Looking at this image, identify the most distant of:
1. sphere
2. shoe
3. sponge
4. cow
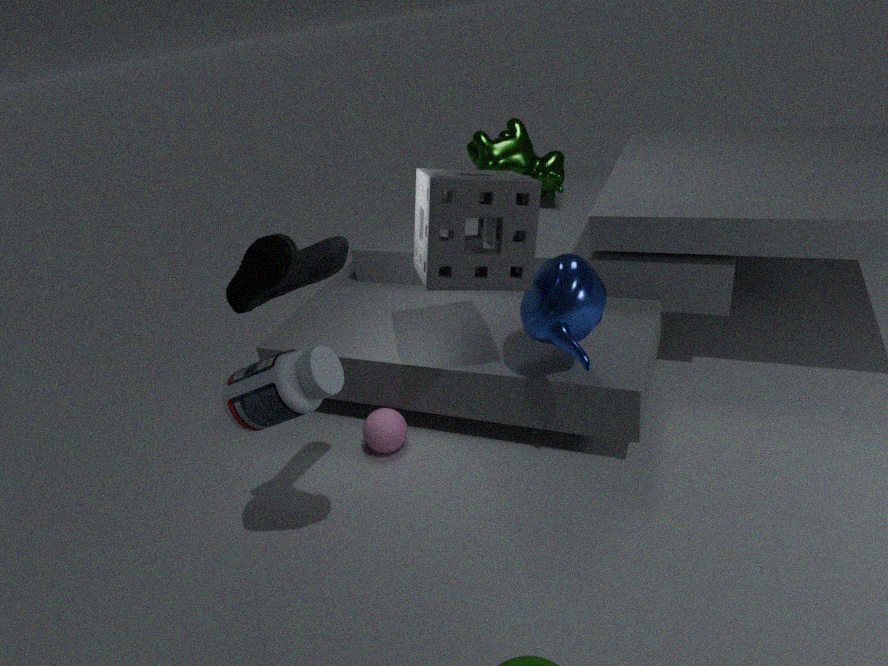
cow
